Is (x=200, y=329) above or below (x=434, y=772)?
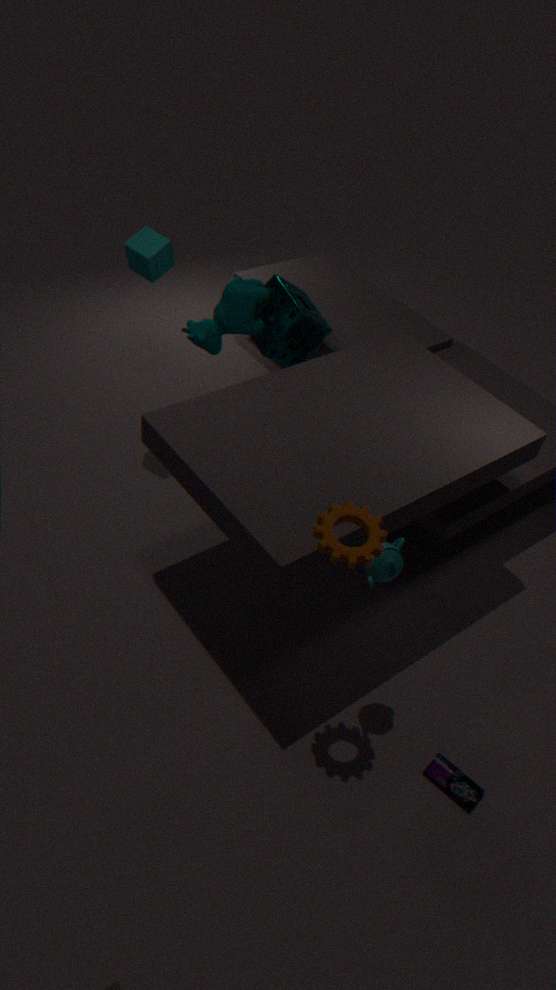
above
